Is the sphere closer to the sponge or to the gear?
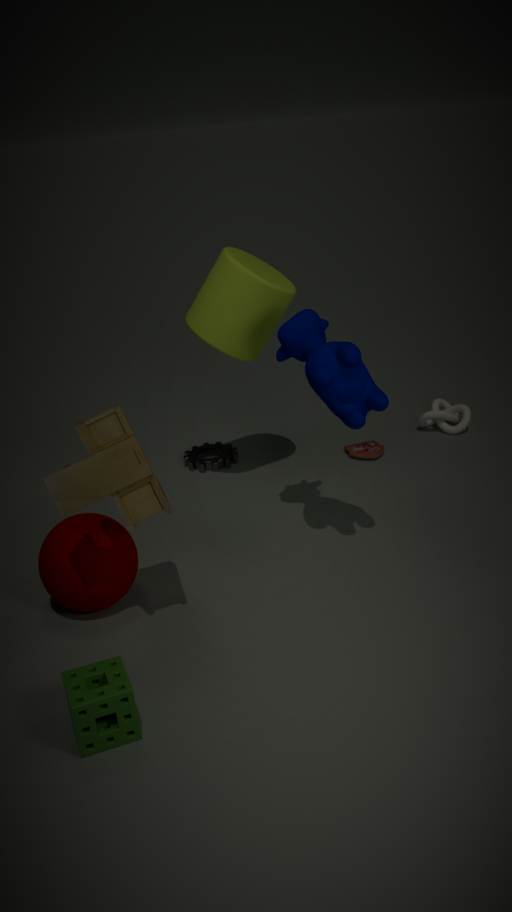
the sponge
